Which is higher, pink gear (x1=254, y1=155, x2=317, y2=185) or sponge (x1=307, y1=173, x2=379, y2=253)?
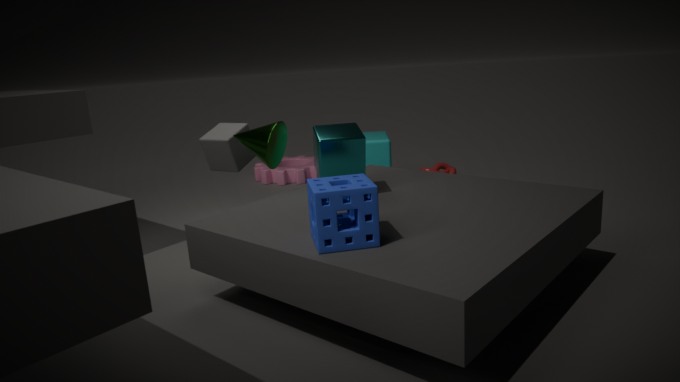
sponge (x1=307, y1=173, x2=379, y2=253)
